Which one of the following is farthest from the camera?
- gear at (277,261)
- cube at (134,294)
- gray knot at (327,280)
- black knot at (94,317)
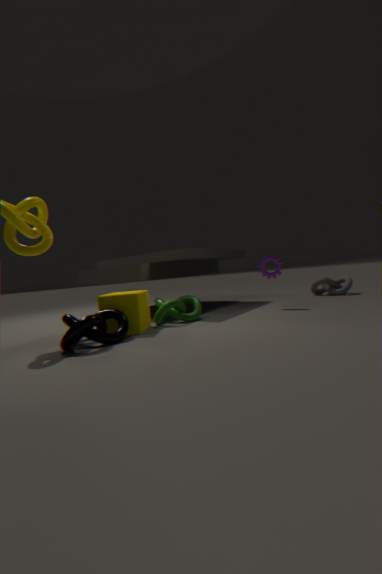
gray knot at (327,280)
